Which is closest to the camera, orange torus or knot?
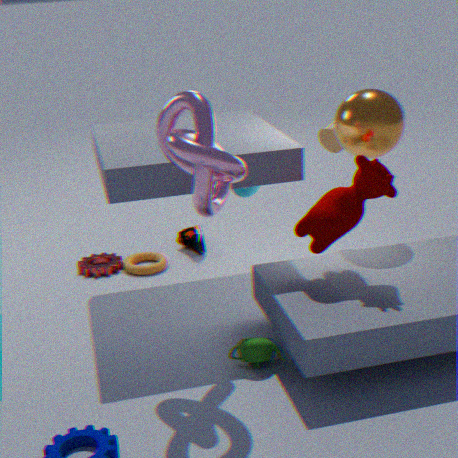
knot
